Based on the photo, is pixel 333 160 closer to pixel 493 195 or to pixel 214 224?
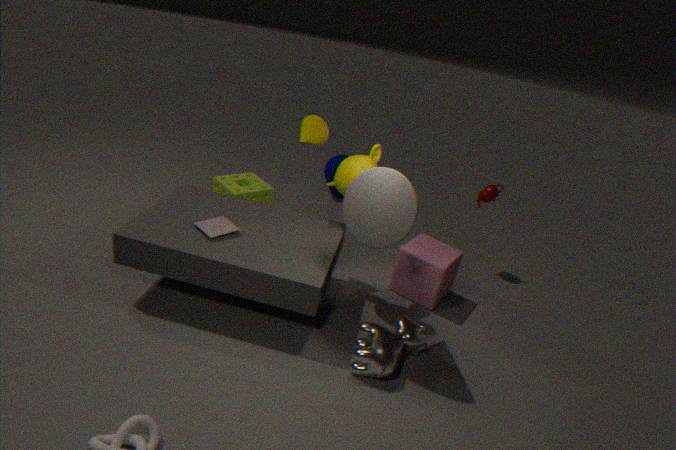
pixel 493 195
